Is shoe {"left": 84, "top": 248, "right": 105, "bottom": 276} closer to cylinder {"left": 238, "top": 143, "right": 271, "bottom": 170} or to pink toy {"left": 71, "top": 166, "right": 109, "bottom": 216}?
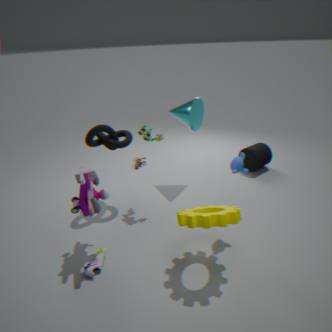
pink toy {"left": 71, "top": 166, "right": 109, "bottom": 216}
